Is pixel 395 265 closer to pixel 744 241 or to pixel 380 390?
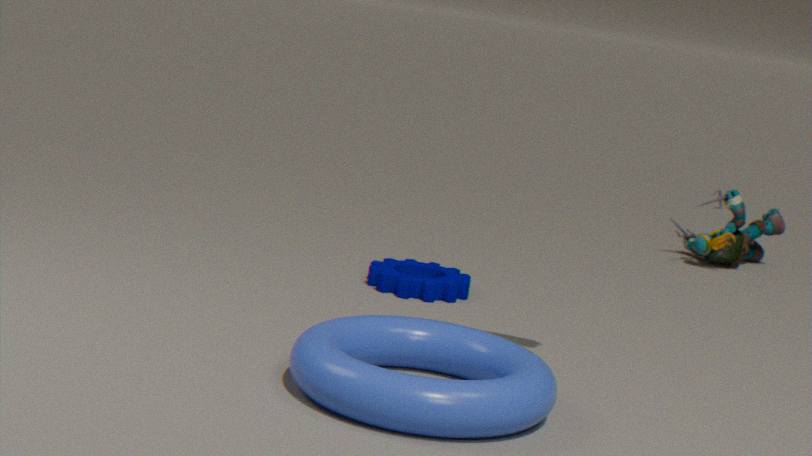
pixel 380 390
